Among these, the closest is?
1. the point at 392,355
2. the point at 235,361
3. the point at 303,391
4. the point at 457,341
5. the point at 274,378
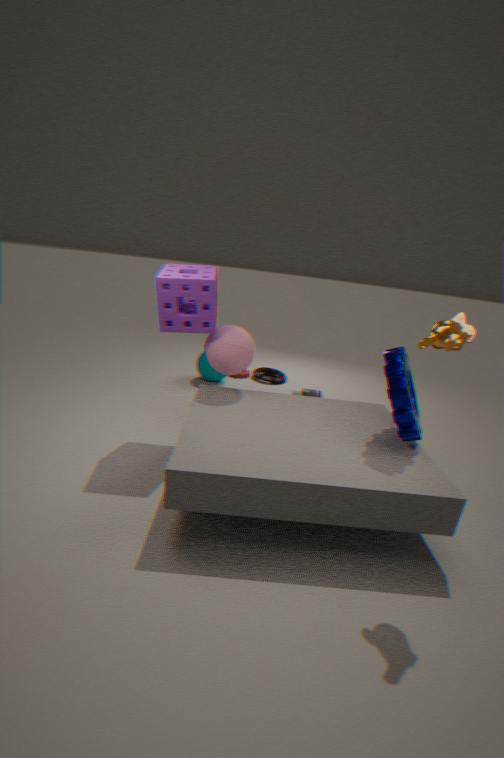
the point at 457,341
